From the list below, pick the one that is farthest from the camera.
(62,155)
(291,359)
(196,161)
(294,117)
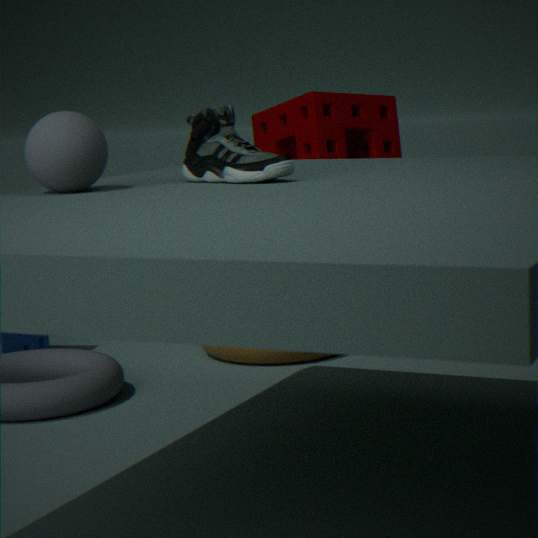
(294,117)
